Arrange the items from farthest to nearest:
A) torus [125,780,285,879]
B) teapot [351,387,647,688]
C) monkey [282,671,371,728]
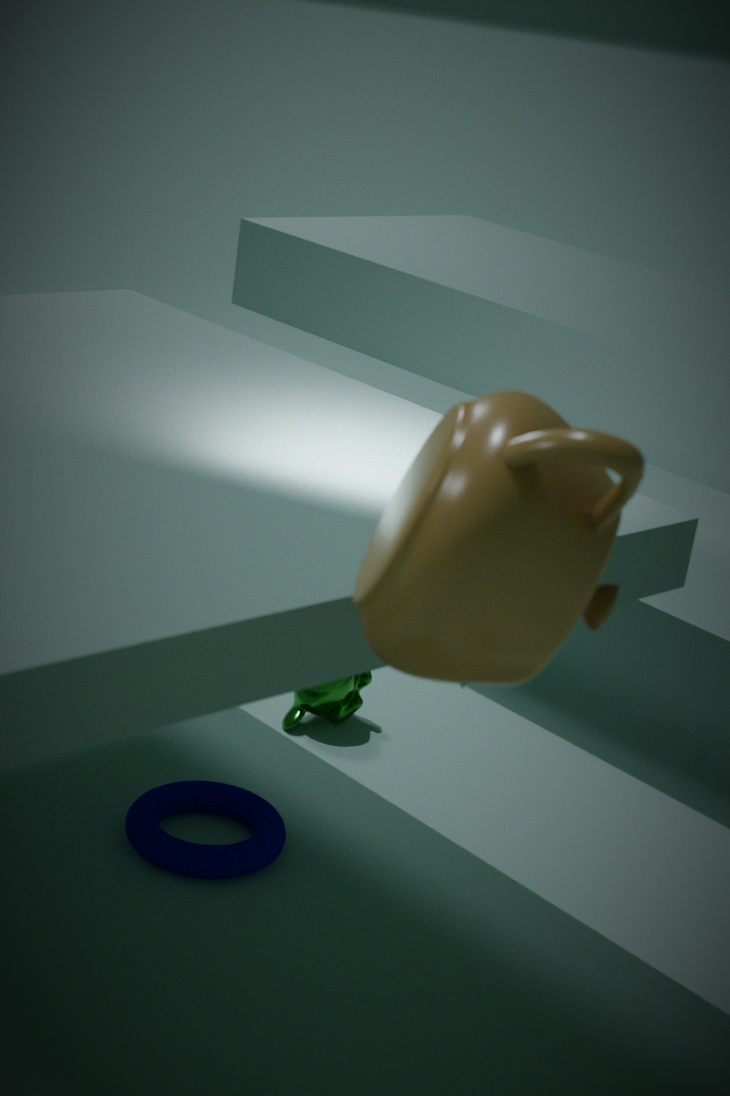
monkey [282,671,371,728] < torus [125,780,285,879] < teapot [351,387,647,688]
